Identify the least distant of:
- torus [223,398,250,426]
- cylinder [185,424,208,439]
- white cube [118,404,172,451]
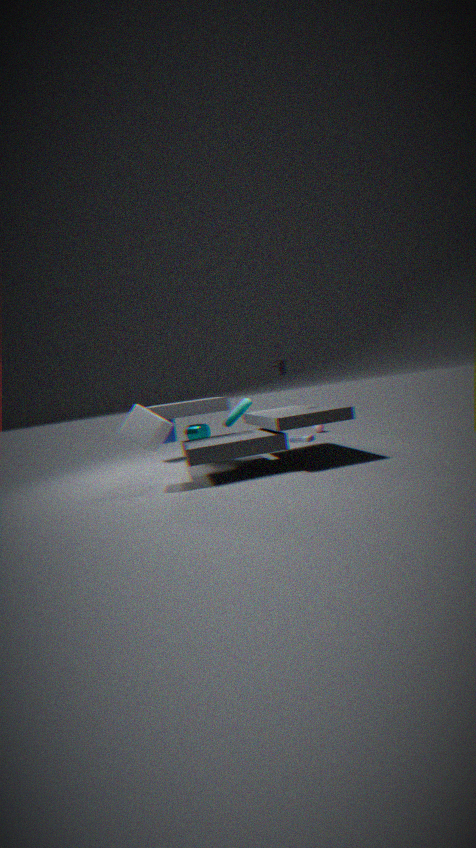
white cube [118,404,172,451]
